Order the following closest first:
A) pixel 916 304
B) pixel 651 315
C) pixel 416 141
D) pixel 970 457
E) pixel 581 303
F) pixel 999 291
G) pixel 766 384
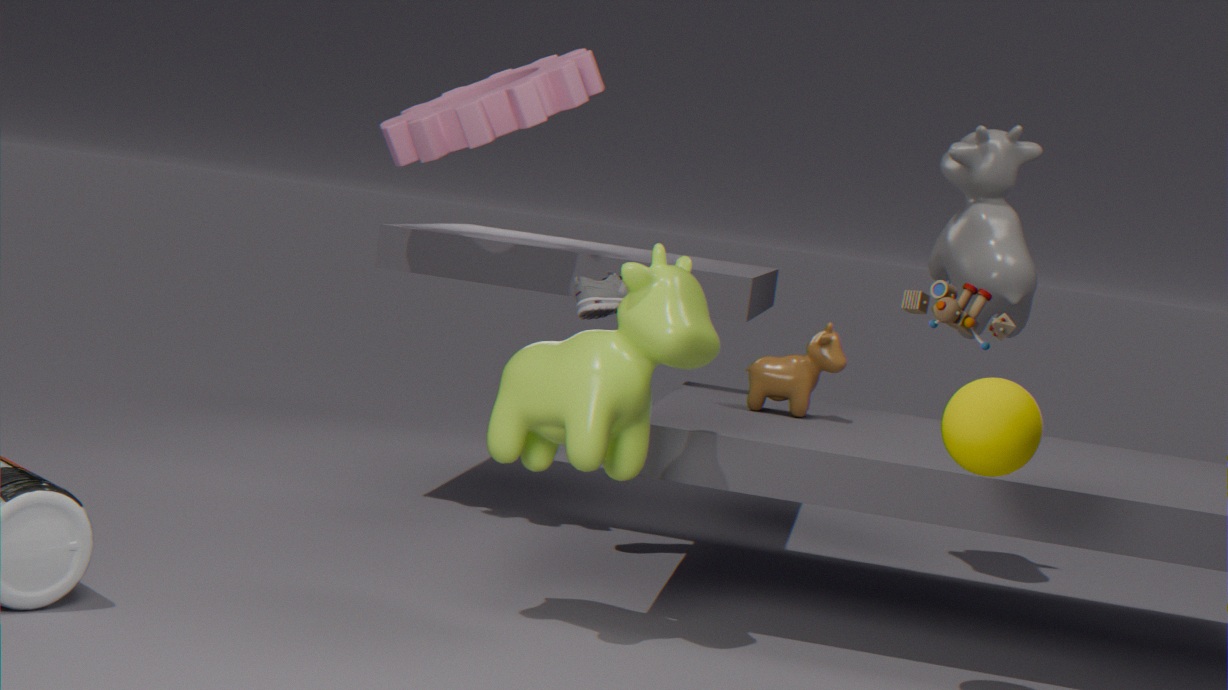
pixel 916 304 < pixel 970 457 < pixel 651 315 < pixel 766 384 < pixel 581 303 < pixel 416 141 < pixel 999 291
